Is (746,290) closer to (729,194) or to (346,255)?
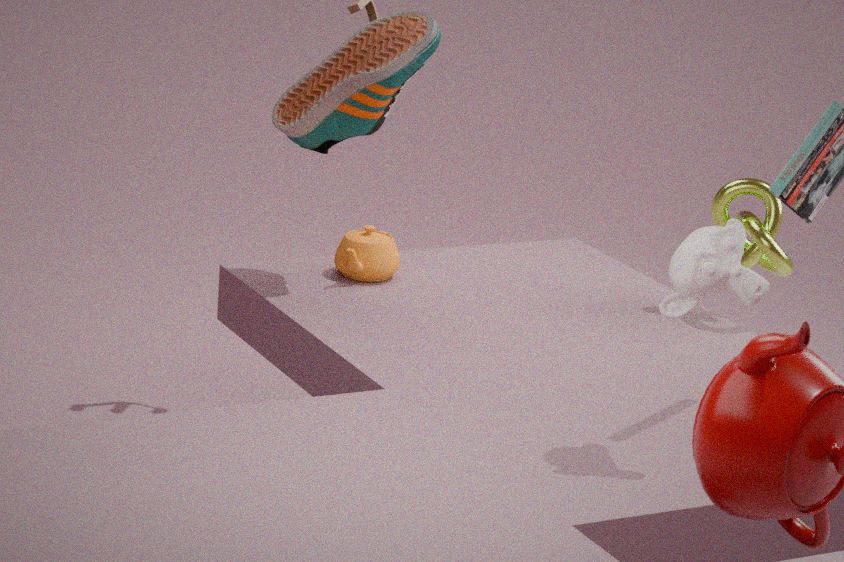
(729,194)
